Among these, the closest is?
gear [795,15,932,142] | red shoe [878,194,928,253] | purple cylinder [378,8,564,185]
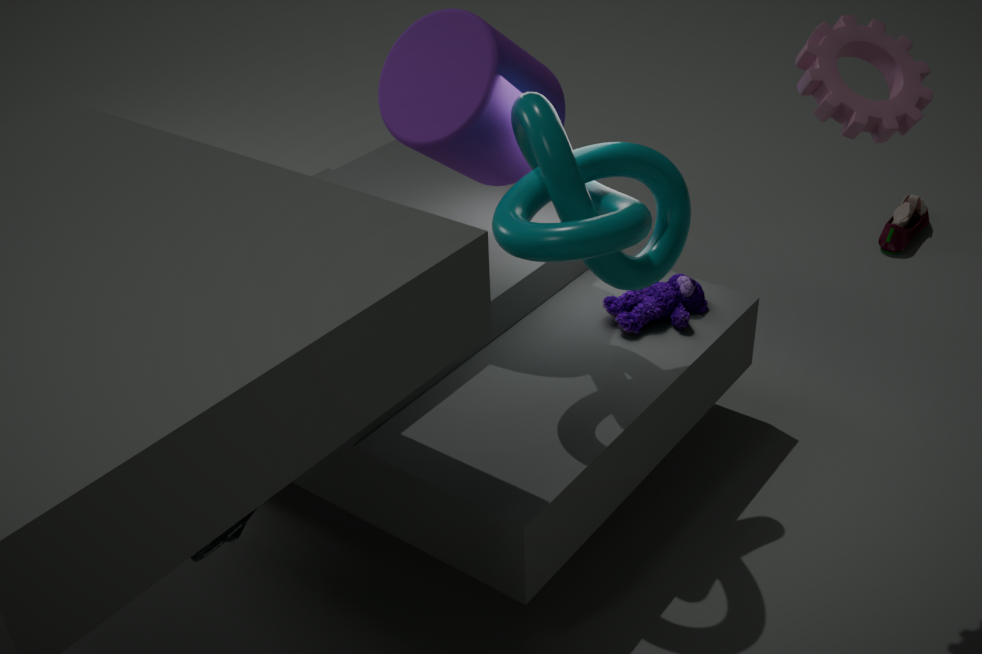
gear [795,15,932,142]
